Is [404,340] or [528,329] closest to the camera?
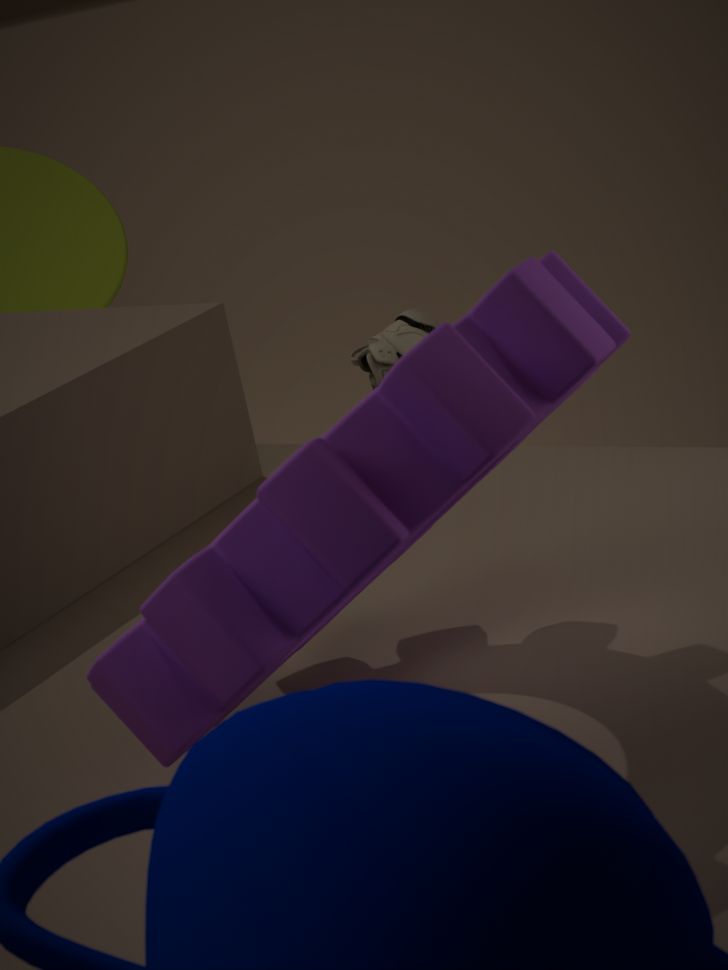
[528,329]
